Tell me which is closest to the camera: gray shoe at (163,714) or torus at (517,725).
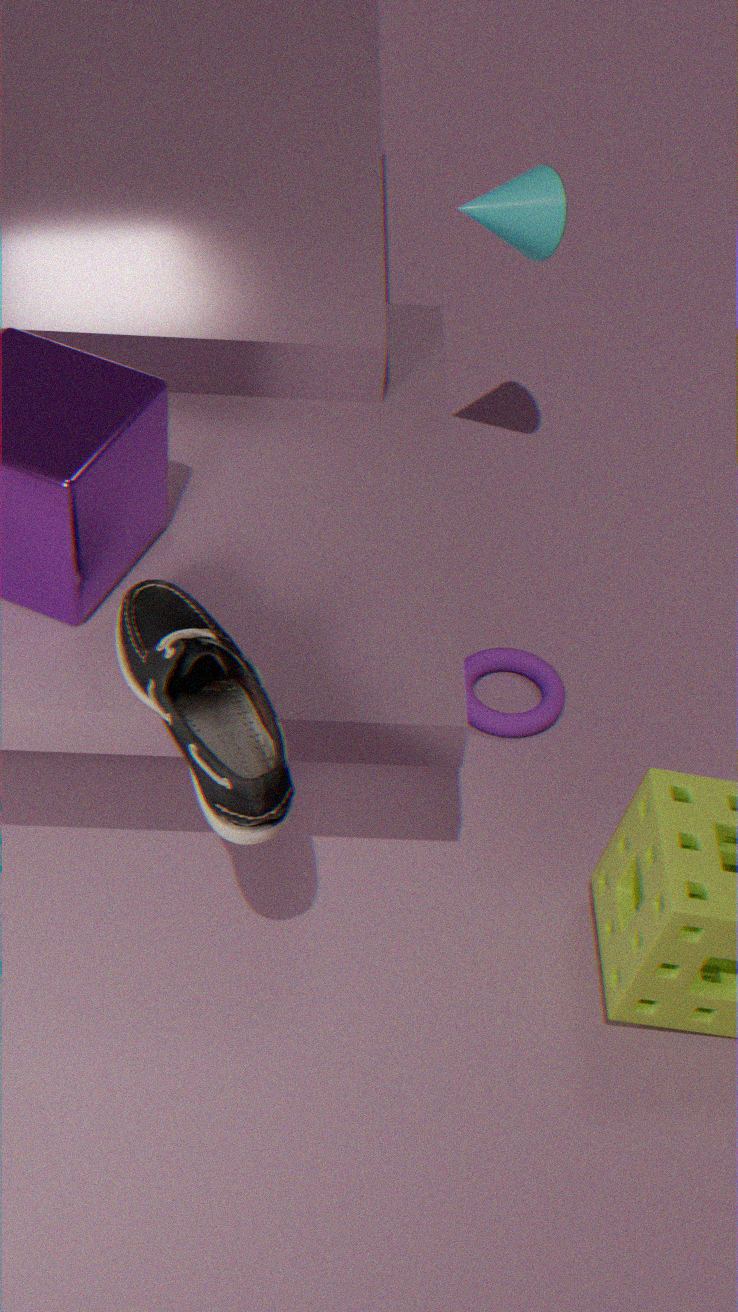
gray shoe at (163,714)
